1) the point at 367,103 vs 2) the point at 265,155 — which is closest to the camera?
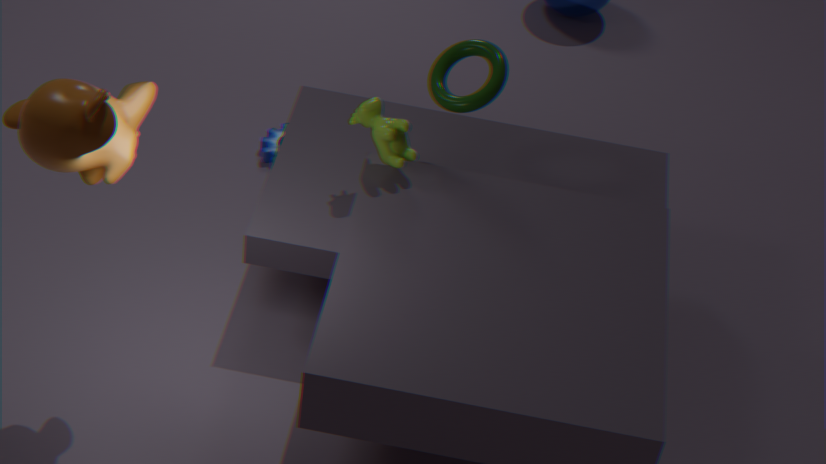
1. the point at 367,103
